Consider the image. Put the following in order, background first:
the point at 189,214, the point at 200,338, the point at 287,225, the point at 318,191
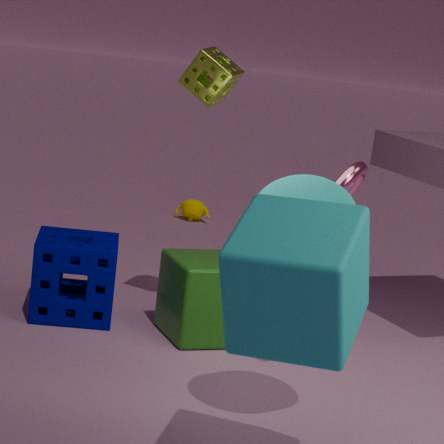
the point at 189,214
the point at 200,338
the point at 318,191
the point at 287,225
